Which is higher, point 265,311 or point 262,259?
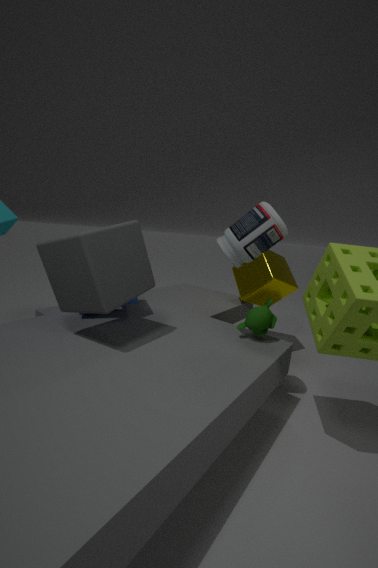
point 262,259
